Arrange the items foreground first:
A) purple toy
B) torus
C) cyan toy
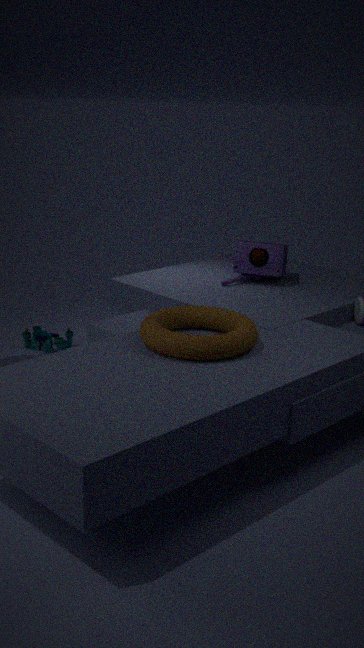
torus < purple toy < cyan toy
